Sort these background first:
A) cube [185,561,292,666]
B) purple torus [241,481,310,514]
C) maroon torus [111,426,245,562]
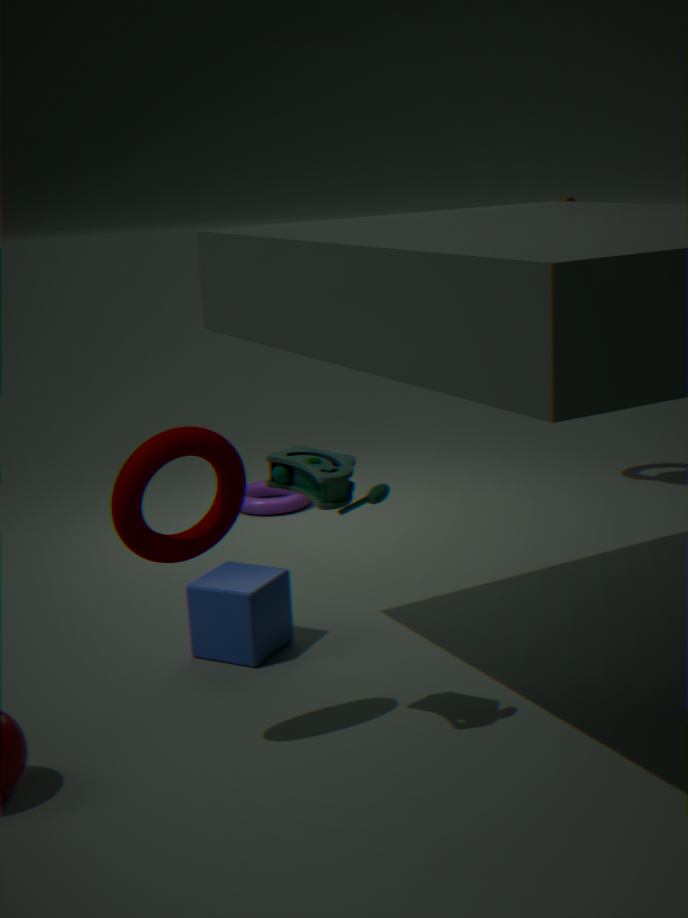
purple torus [241,481,310,514], cube [185,561,292,666], maroon torus [111,426,245,562]
